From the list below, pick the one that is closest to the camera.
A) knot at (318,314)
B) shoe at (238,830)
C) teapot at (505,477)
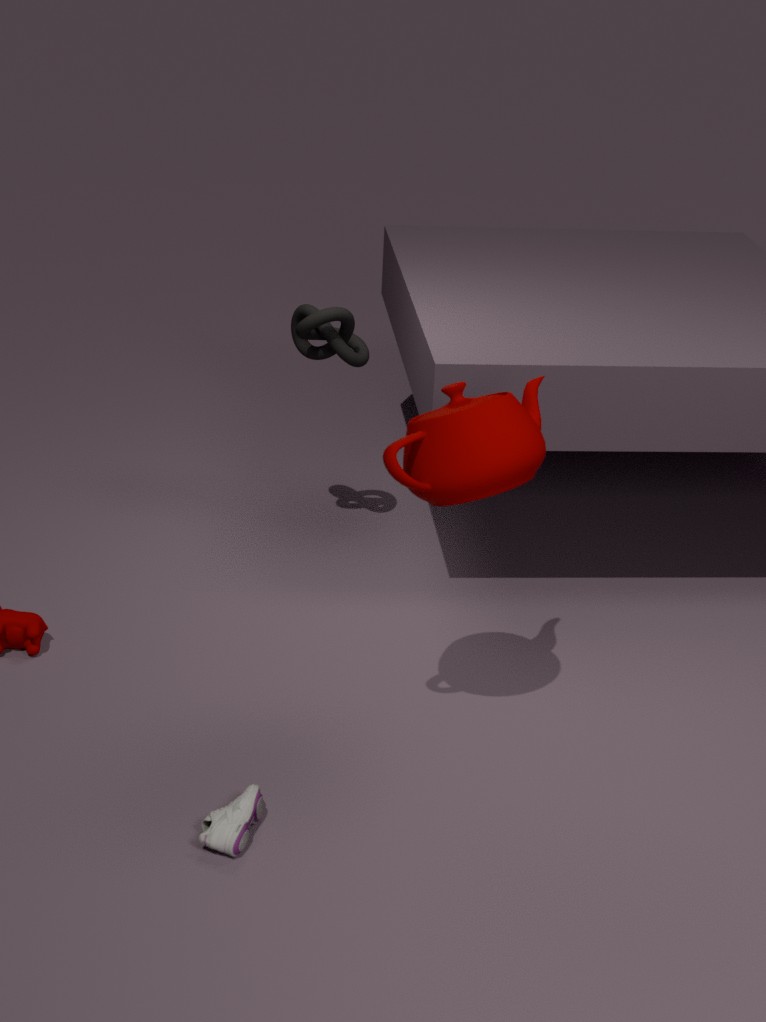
shoe at (238,830)
